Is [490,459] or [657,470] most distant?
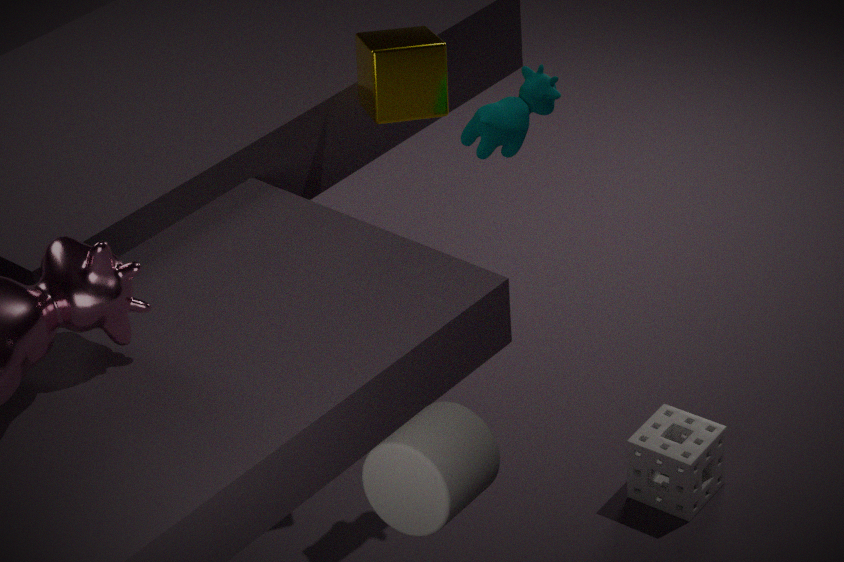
[657,470]
